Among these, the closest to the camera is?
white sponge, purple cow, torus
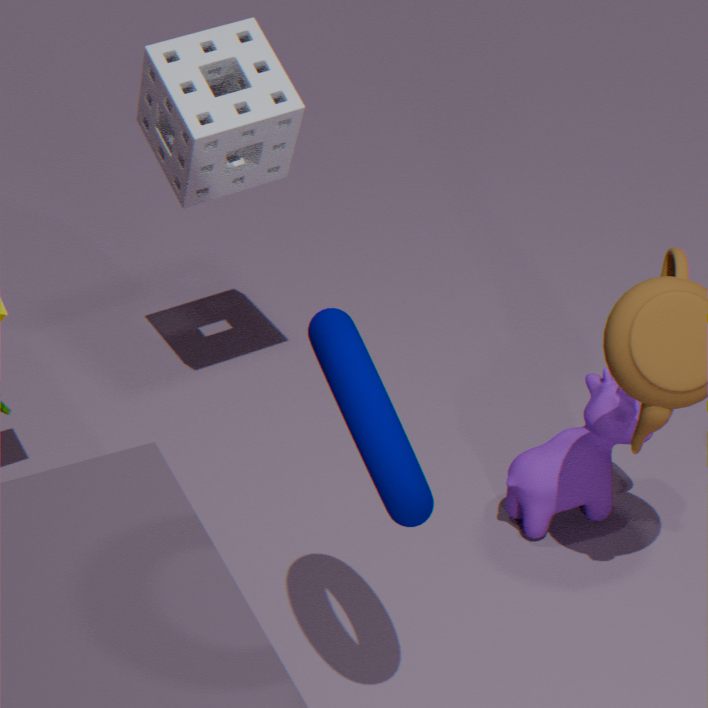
torus
